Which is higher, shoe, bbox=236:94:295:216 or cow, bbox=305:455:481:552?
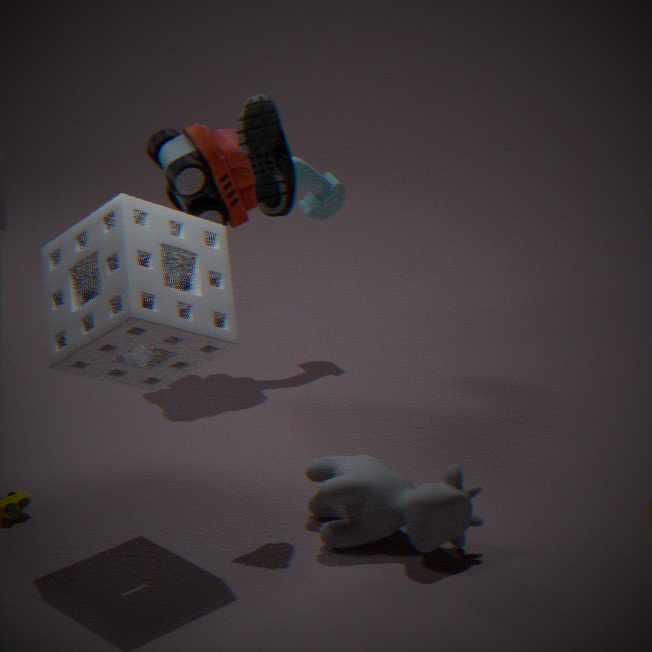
shoe, bbox=236:94:295:216
